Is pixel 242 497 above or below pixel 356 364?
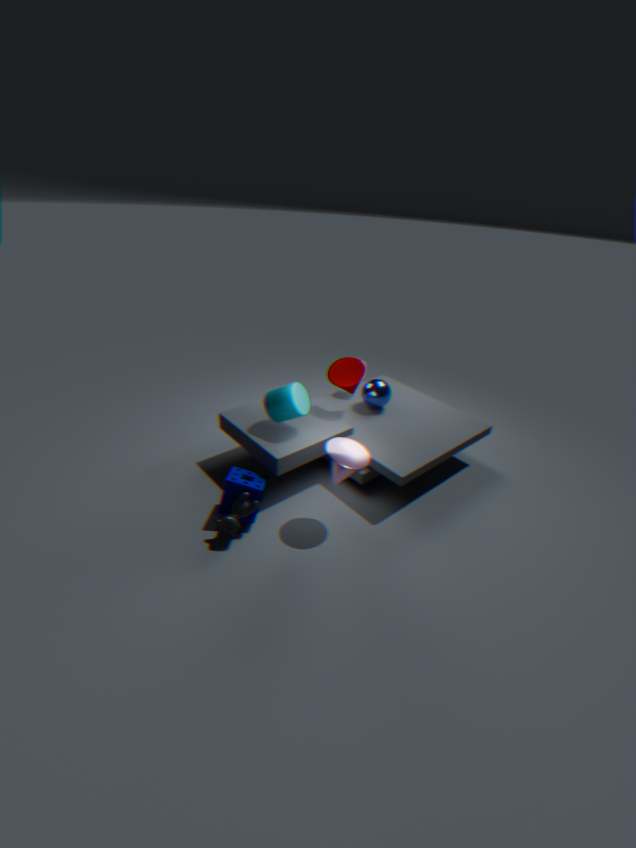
→ below
